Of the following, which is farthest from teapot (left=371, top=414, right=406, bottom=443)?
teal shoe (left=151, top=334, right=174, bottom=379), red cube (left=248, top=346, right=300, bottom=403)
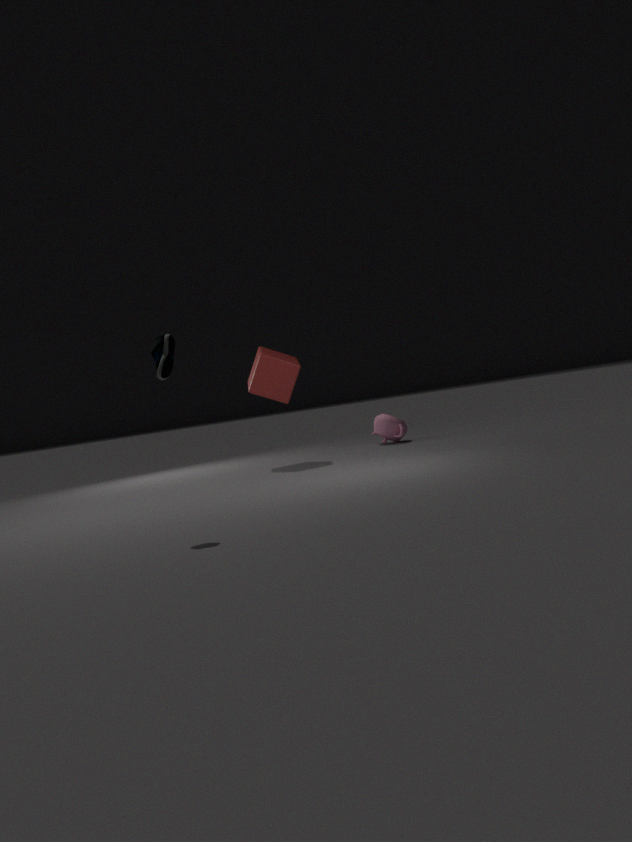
teal shoe (left=151, top=334, right=174, bottom=379)
